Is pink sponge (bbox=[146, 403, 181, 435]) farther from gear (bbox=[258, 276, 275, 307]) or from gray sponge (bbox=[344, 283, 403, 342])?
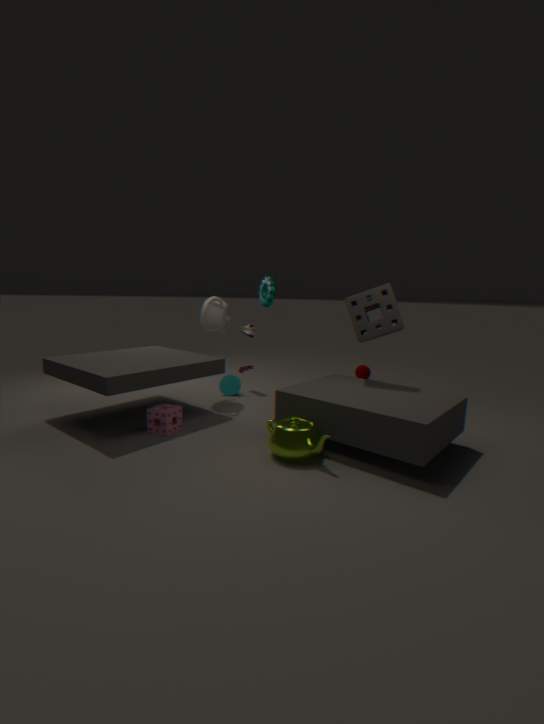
gray sponge (bbox=[344, 283, 403, 342])
